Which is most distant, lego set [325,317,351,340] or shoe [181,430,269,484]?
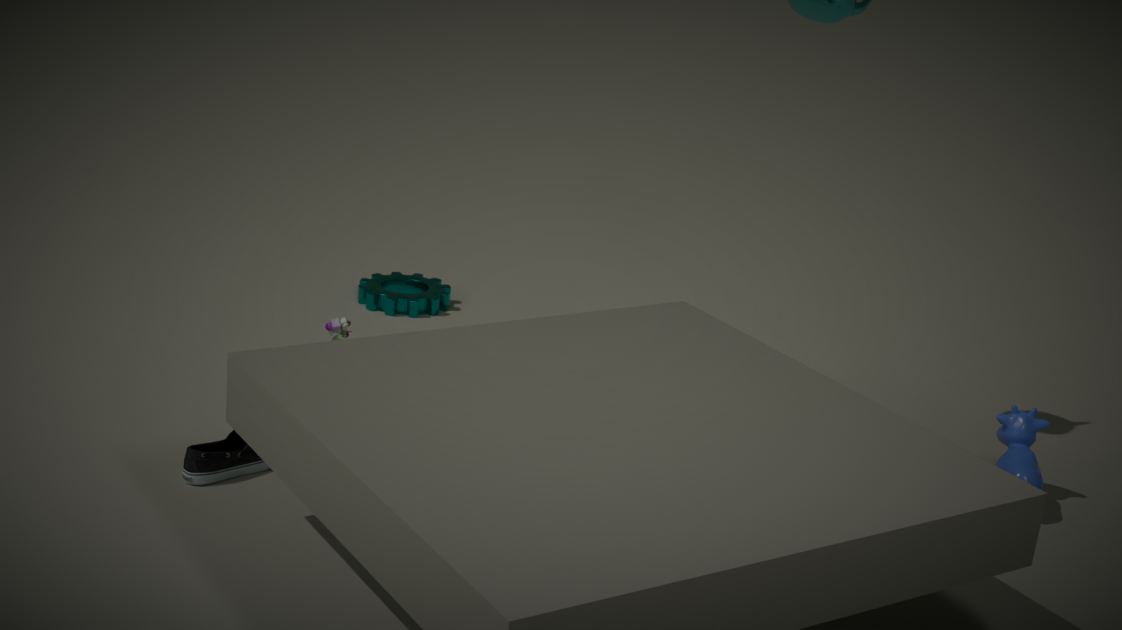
lego set [325,317,351,340]
